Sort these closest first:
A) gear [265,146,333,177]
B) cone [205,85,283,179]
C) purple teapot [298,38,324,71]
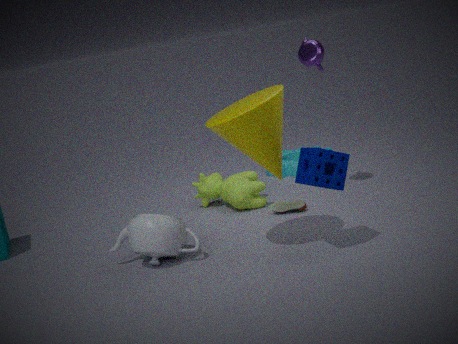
1. cone [205,85,283,179]
2. purple teapot [298,38,324,71]
3. gear [265,146,333,177]
